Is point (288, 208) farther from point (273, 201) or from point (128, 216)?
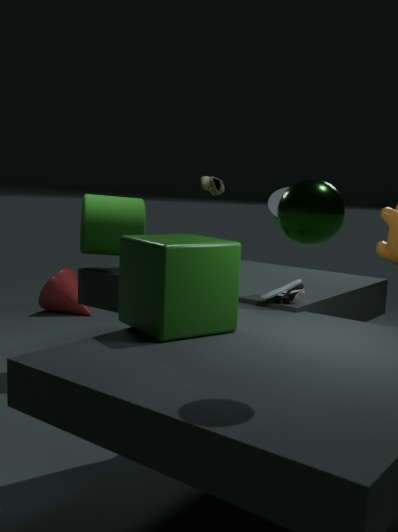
point (128, 216)
